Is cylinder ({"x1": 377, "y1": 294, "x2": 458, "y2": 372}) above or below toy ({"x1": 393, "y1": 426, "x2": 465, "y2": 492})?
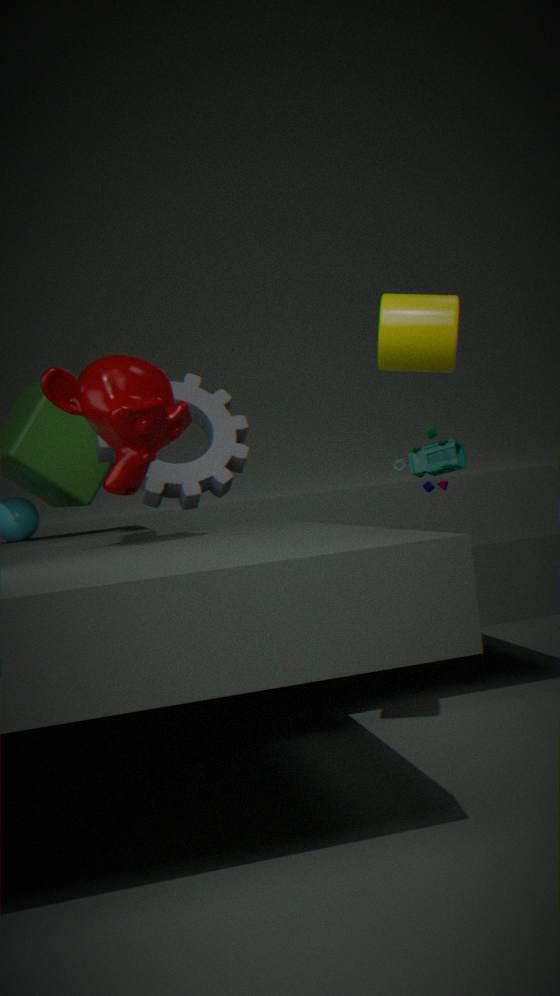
above
